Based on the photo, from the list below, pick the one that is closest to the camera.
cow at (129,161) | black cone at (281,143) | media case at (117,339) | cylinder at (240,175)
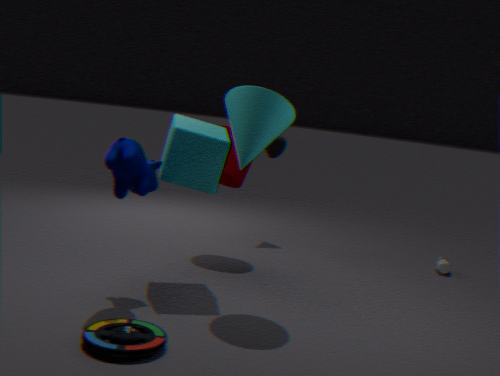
media case at (117,339)
